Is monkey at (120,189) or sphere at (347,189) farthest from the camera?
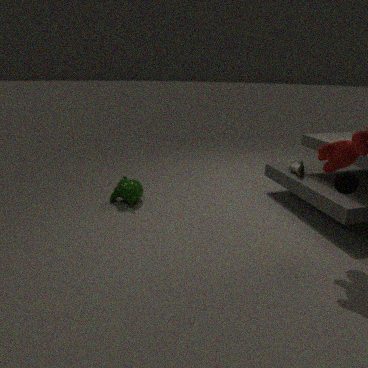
monkey at (120,189)
